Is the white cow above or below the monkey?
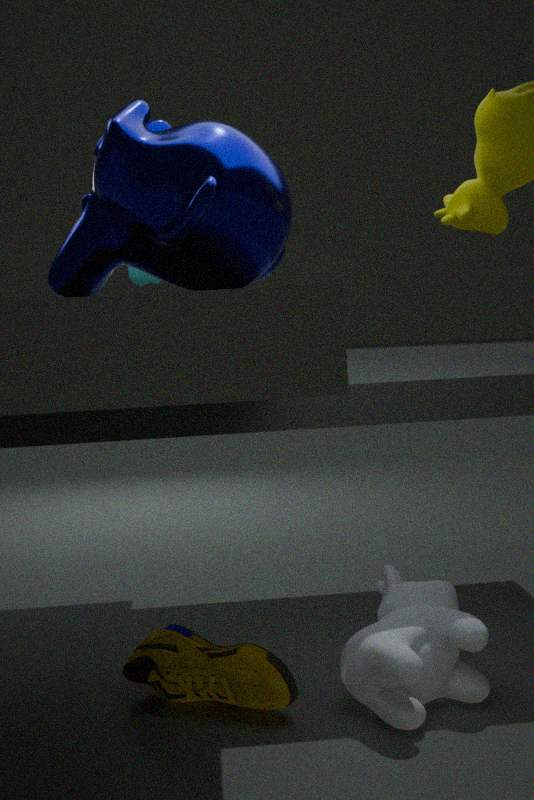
below
